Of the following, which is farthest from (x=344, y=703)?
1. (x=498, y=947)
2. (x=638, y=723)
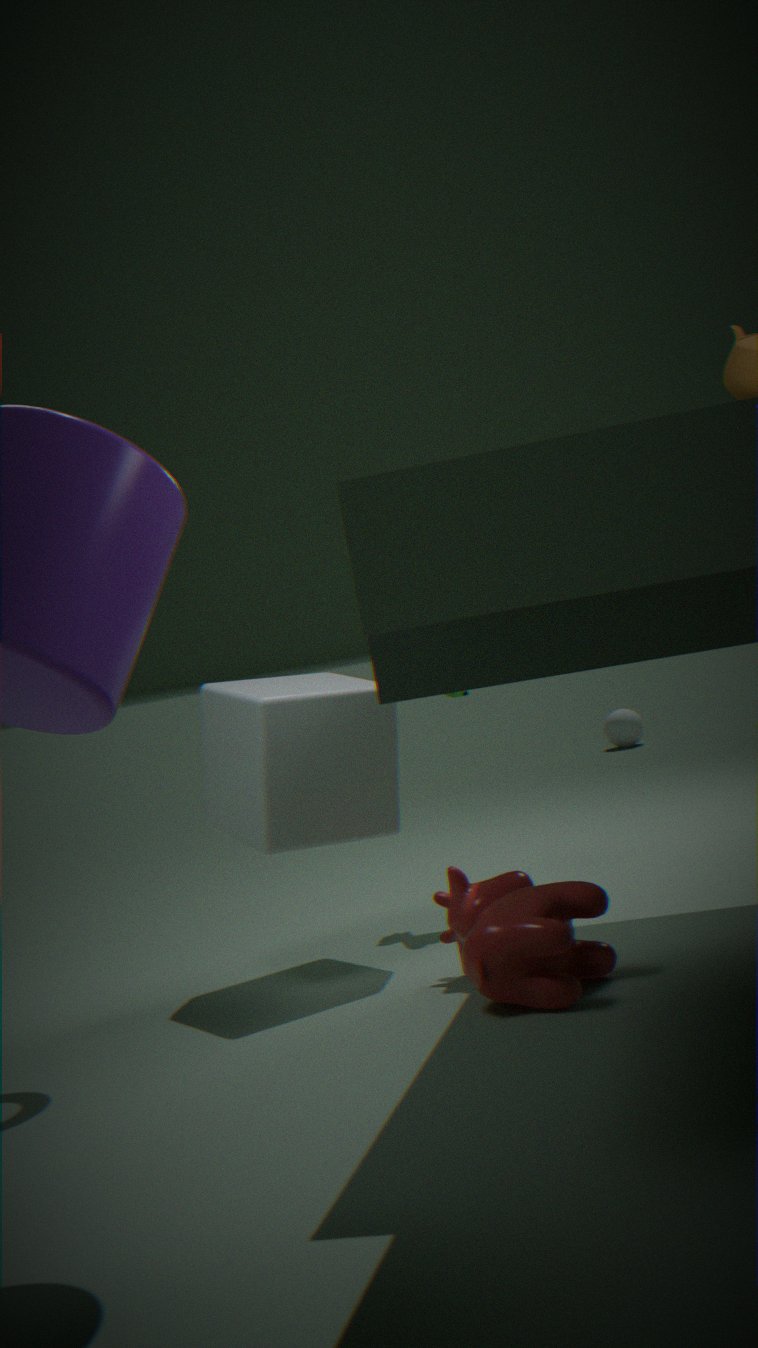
(x=638, y=723)
